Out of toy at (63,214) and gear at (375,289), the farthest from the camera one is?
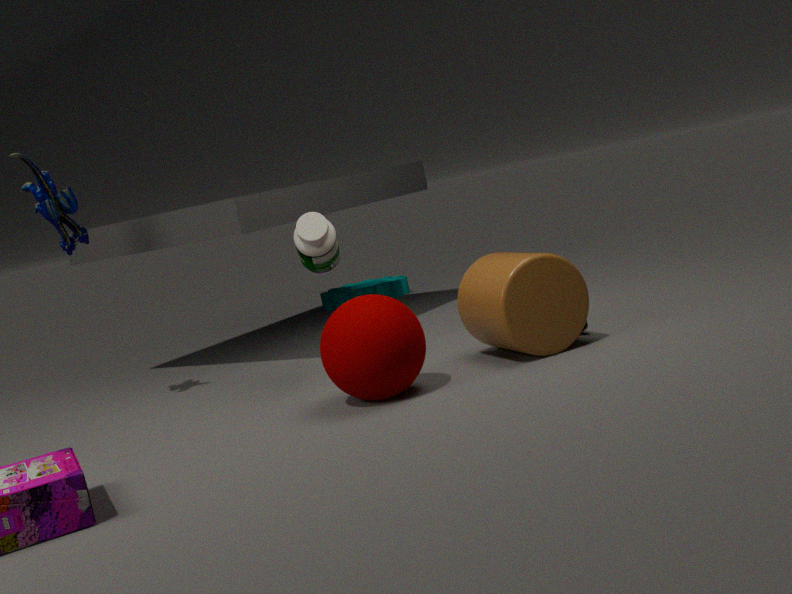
gear at (375,289)
